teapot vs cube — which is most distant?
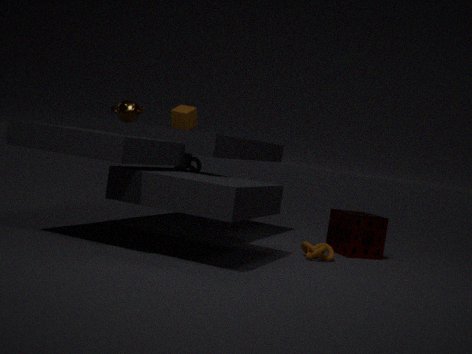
cube
